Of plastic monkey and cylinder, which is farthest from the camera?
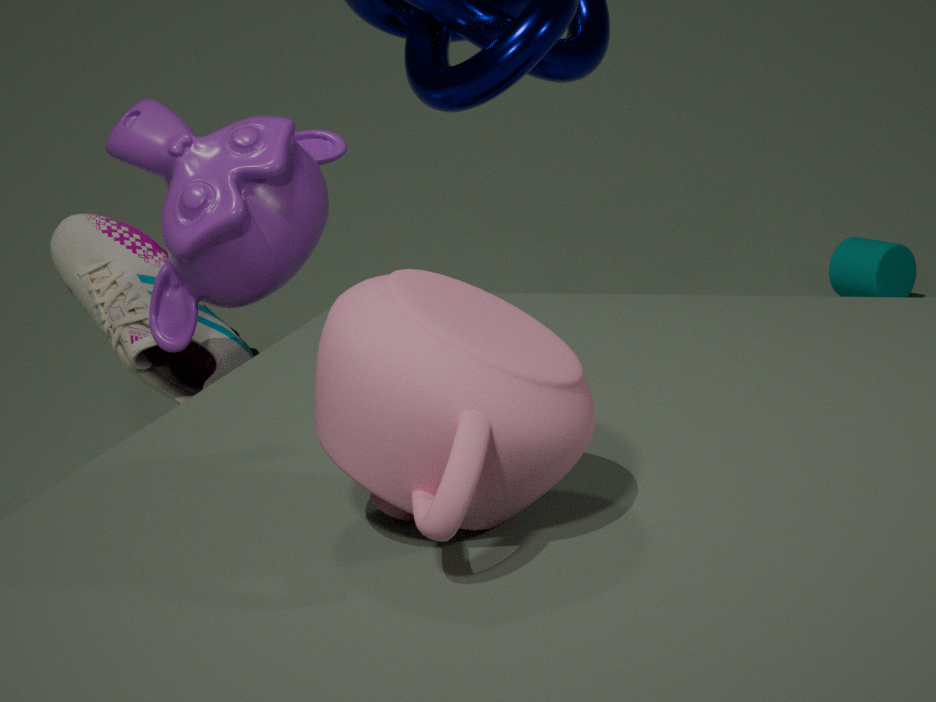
cylinder
